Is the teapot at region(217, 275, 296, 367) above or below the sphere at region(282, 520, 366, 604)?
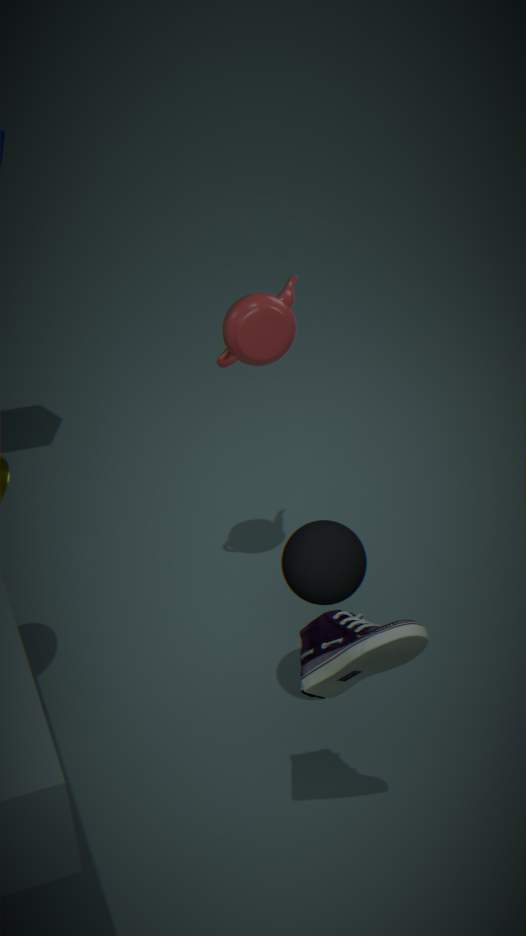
above
